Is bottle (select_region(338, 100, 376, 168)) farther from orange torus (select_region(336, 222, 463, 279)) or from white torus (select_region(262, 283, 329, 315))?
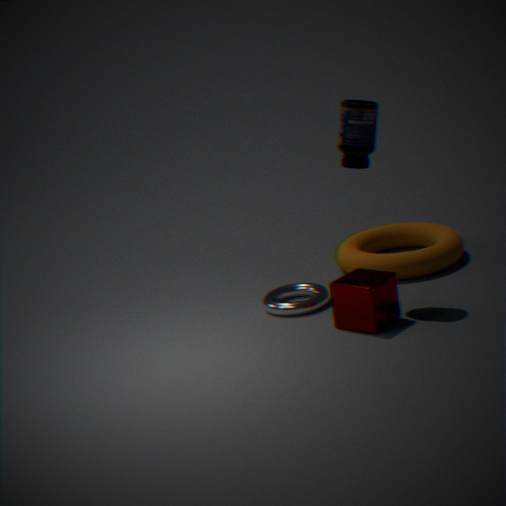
white torus (select_region(262, 283, 329, 315))
